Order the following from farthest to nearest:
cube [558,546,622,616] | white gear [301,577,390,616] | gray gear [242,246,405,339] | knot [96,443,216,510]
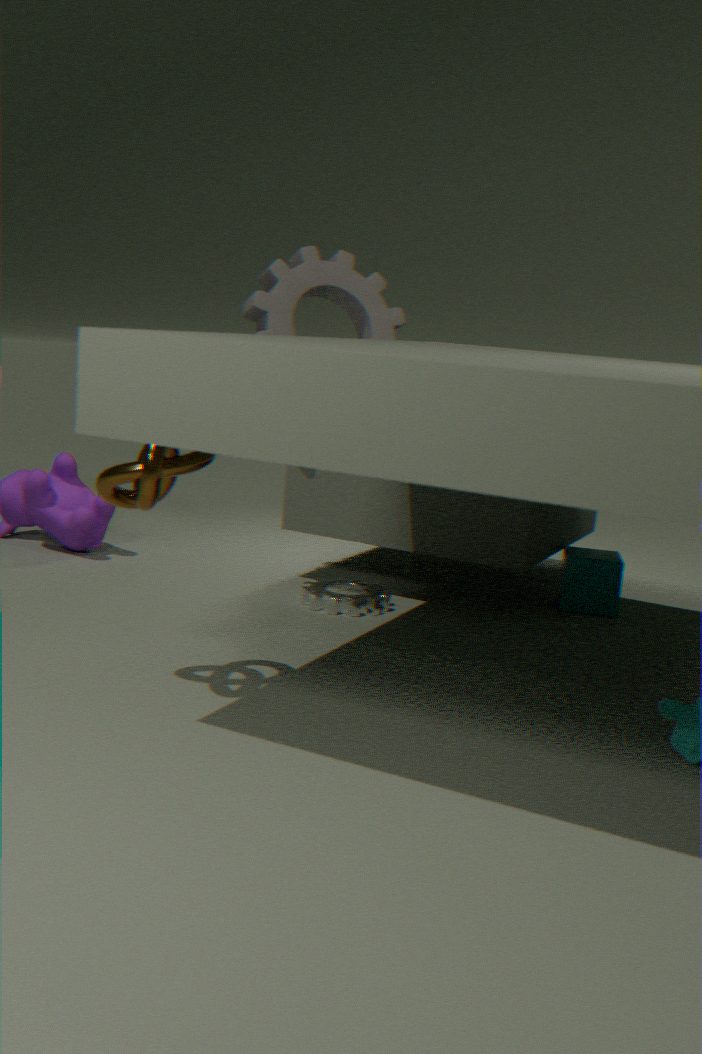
cube [558,546,622,616] → gray gear [242,246,405,339] → white gear [301,577,390,616] → knot [96,443,216,510]
